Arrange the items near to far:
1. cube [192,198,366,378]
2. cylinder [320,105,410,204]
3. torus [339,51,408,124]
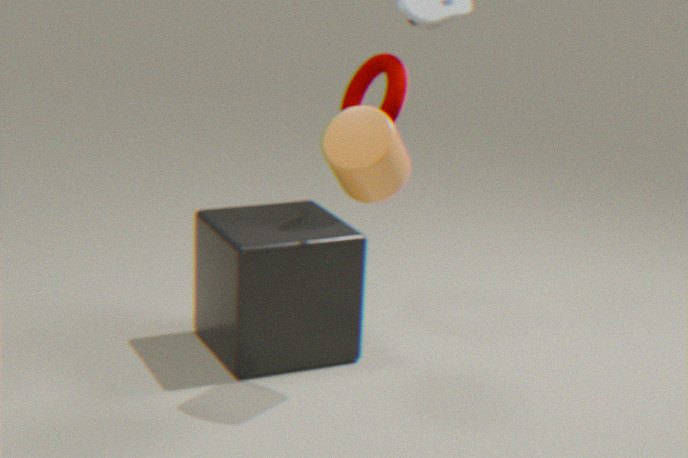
cylinder [320,105,410,204], cube [192,198,366,378], torus [339,51,408,124]
